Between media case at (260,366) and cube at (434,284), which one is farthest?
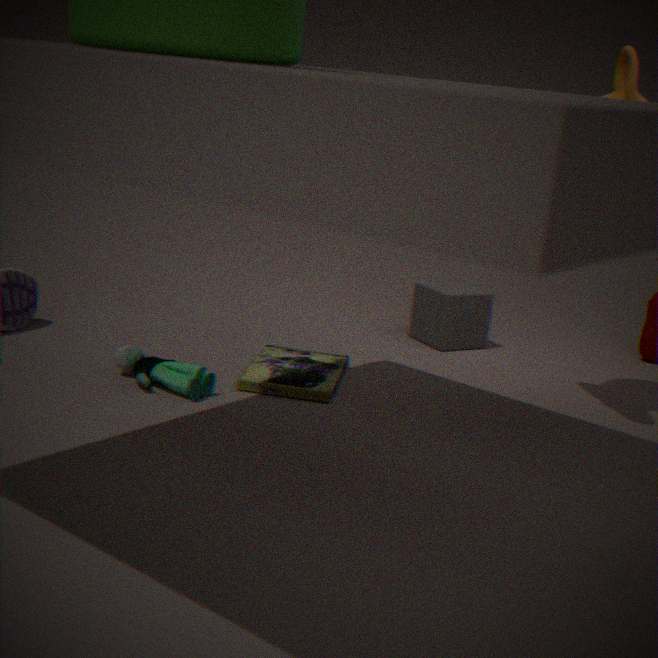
cube at (434,284)
